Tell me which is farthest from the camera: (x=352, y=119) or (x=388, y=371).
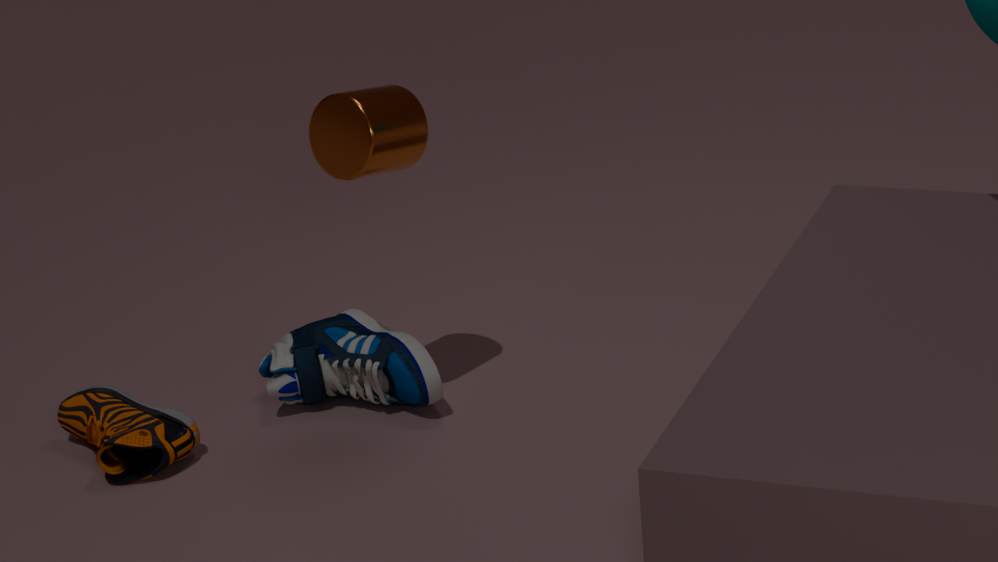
(x=388, y=371)
